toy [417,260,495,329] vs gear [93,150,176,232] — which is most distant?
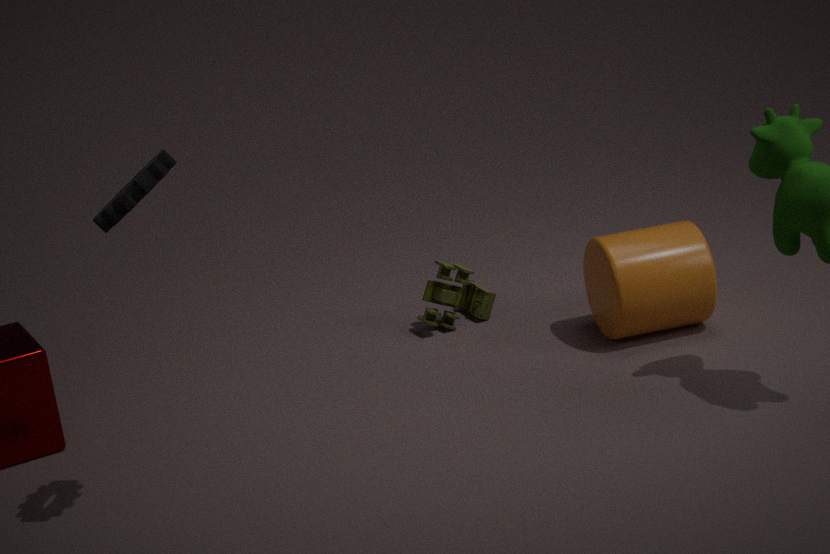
toy [417,260,495,329]
